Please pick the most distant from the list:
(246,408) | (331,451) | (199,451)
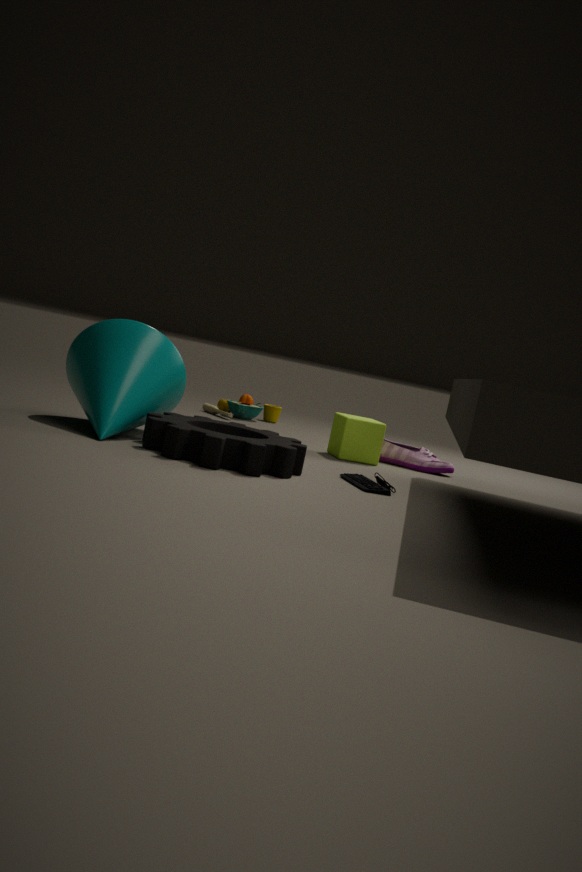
(246,408)
